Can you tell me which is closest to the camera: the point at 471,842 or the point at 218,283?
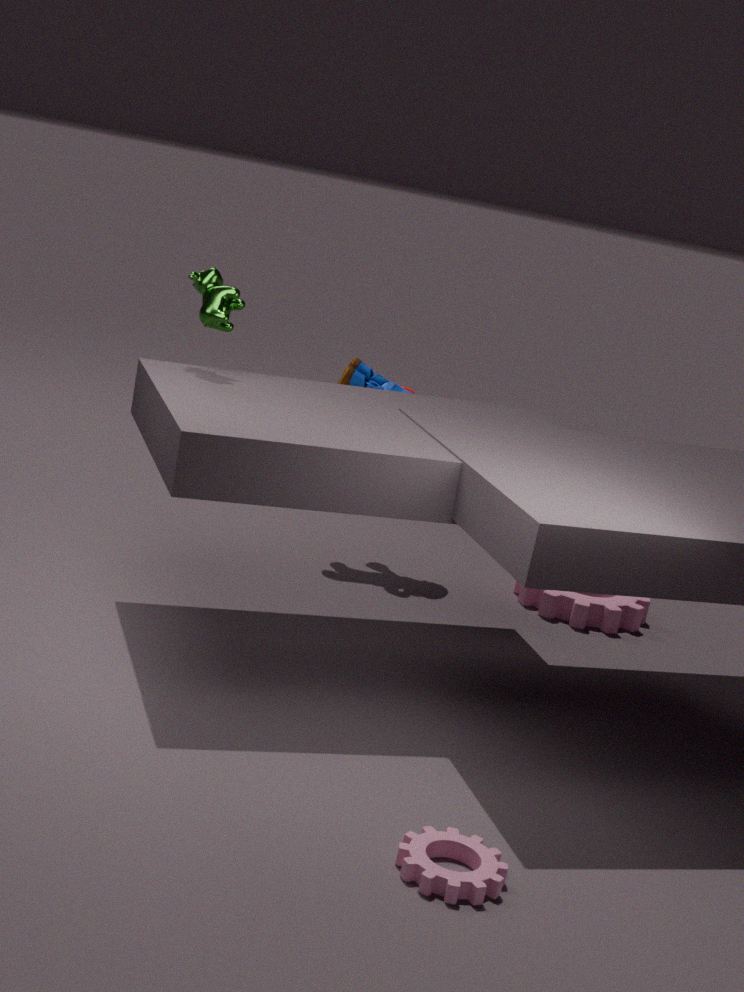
the point at 471,842
